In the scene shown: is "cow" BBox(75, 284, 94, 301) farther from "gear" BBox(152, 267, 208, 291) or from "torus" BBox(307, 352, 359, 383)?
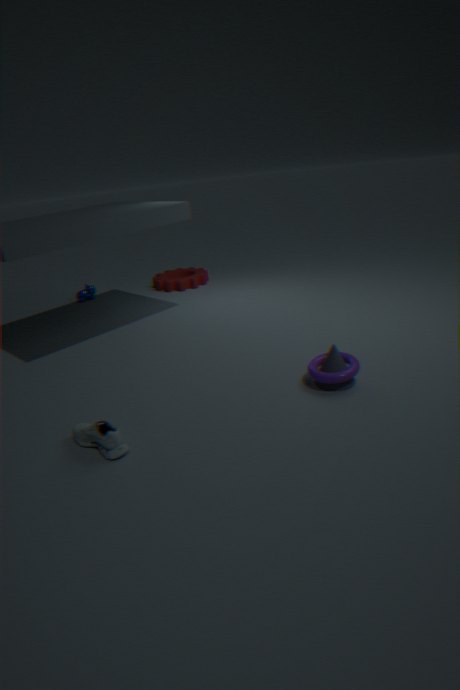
"torus" BBox(307, 352, 359, 383)
